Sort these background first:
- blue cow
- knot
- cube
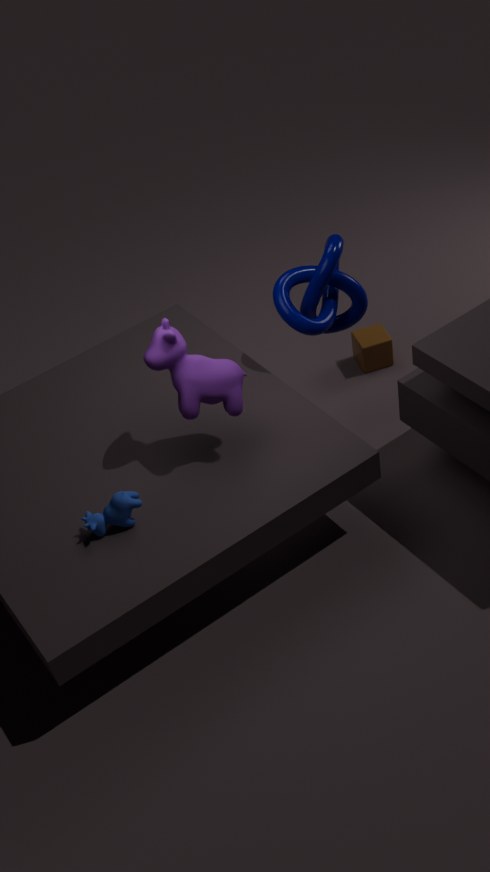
cube < knot < blue cow
